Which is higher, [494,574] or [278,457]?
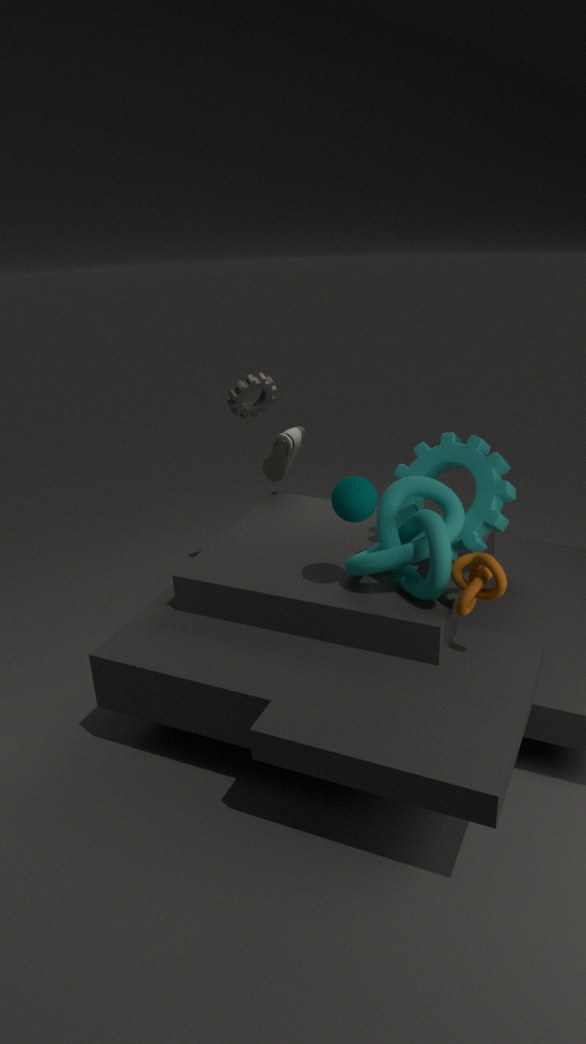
[278,457]
